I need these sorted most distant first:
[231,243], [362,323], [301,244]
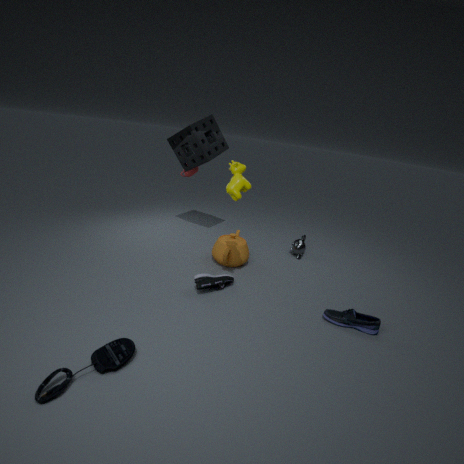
[301,244] < [231,243] < [362,323]
